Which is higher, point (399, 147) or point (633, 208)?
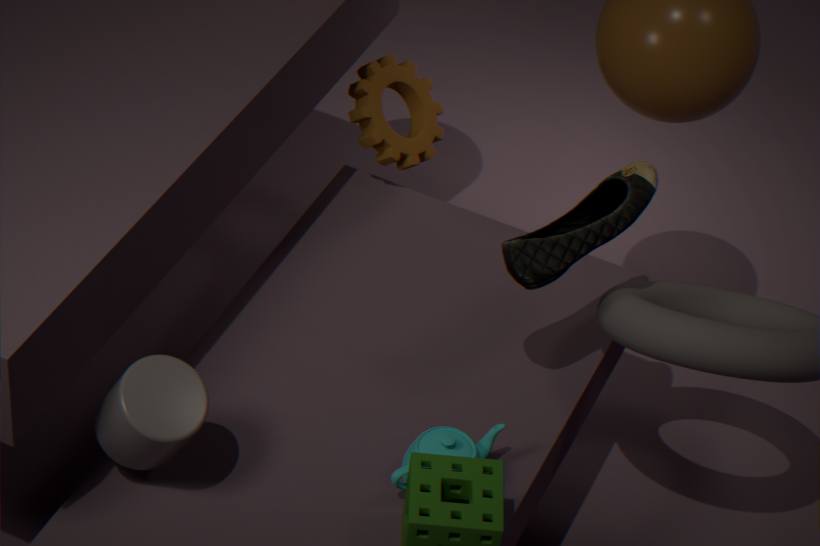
point (633, 208)
